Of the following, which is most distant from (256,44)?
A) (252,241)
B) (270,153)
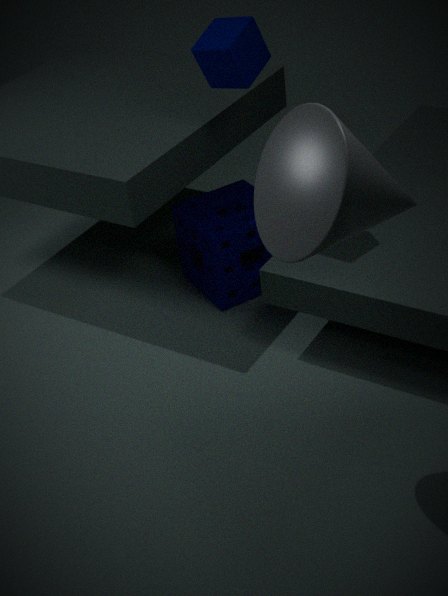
(270,153)
